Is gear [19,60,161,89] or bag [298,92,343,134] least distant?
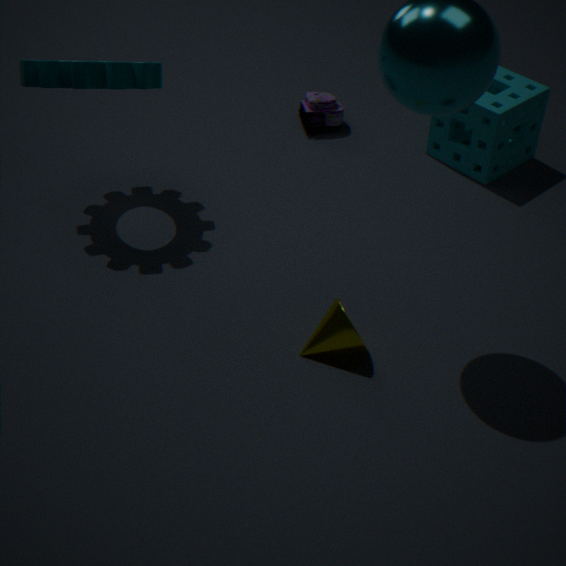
gear [19,60,161,89]
